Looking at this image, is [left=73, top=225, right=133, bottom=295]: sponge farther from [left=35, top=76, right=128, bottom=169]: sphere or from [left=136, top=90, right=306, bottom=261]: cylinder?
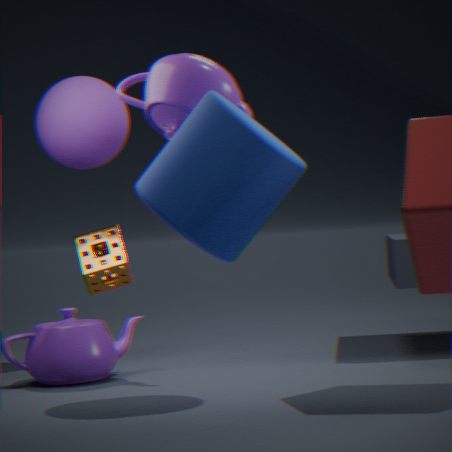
[left=136, top=90, right=306, bottom=261]: cylinder
